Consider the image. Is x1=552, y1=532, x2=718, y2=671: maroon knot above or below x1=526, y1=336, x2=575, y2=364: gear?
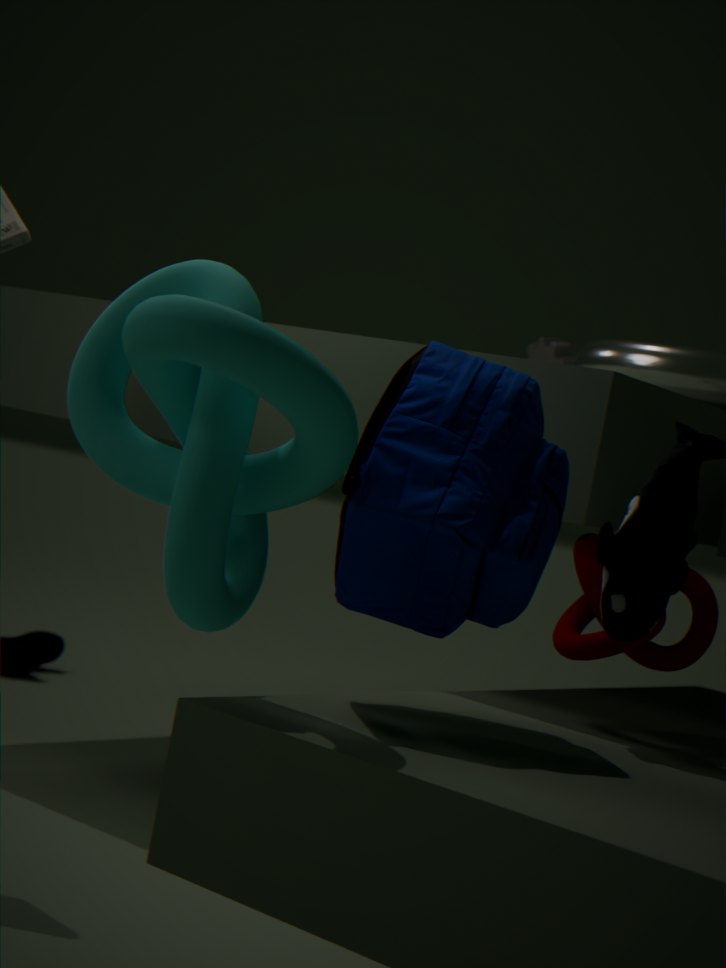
below
